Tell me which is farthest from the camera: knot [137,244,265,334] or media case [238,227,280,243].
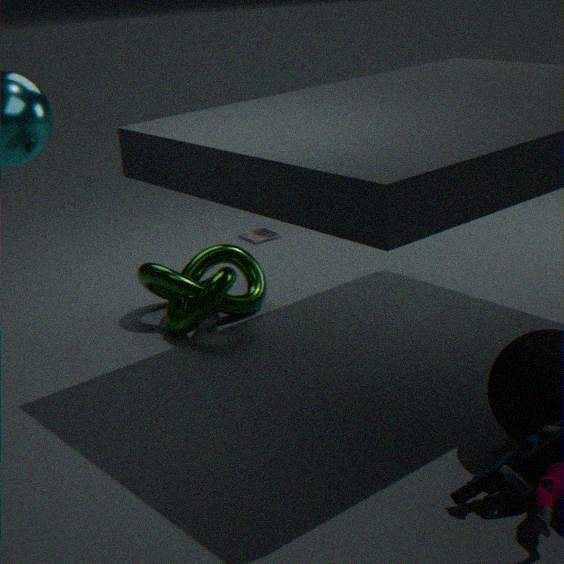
media case [238,227,280,243]
